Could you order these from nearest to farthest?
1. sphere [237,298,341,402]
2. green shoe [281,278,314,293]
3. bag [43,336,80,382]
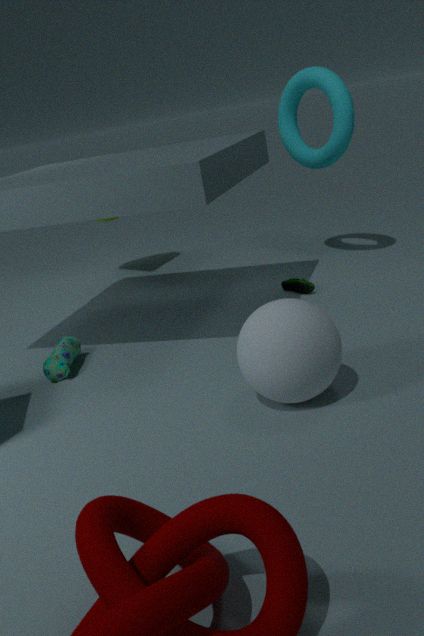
sphere [237,298,341,402] → bag [43,336,80,382] → green shoe [281,278,314,293]
